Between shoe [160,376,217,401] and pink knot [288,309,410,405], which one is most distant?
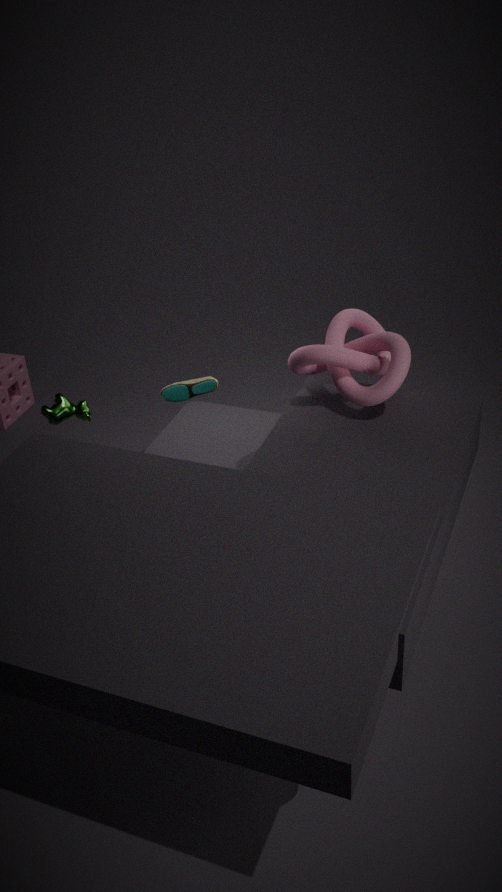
shoe [160,376,217,401]
